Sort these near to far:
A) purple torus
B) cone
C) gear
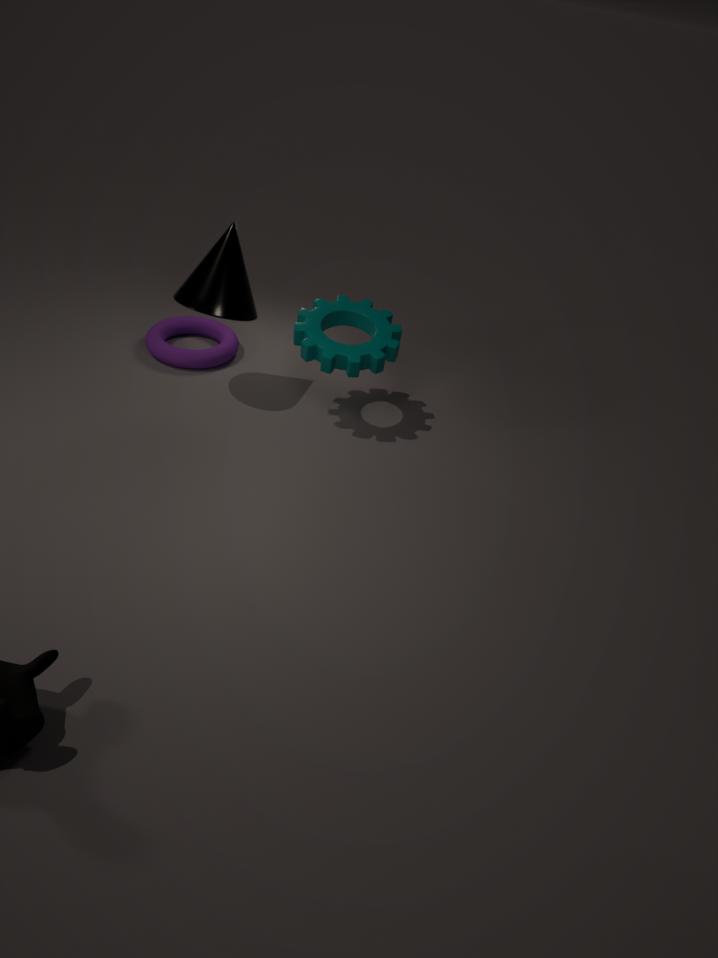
1. cone
2. gear
3. purple torus
